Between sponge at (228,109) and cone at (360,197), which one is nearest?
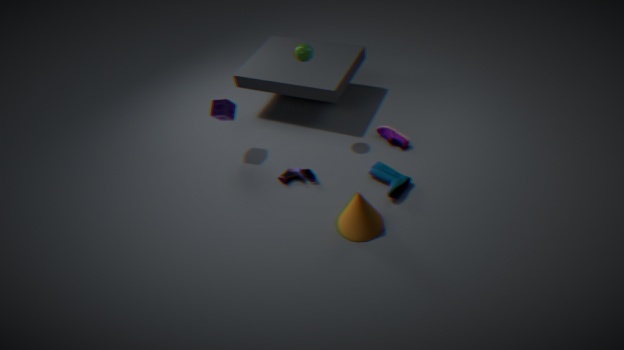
cone at (360,197)
